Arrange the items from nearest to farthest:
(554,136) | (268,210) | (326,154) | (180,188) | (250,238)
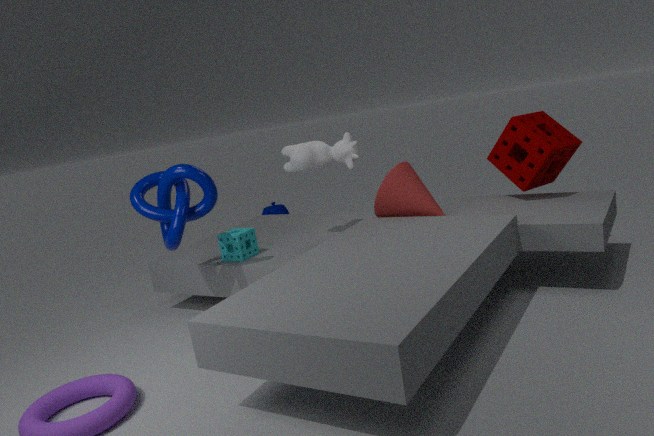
(180,188)
(554,136)
(326,154)
(250,238)
(268,210)
